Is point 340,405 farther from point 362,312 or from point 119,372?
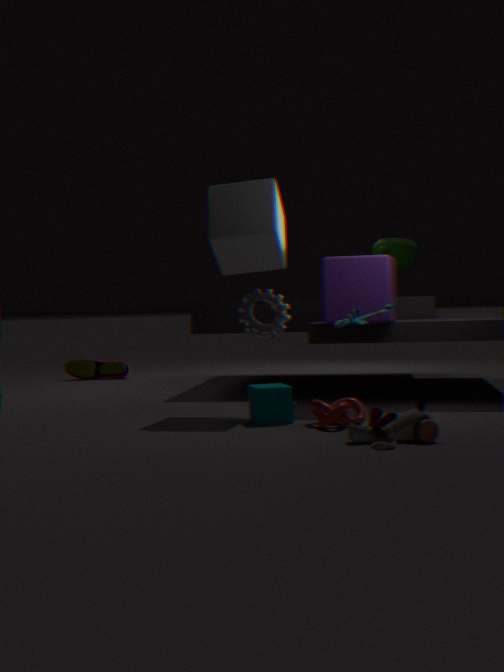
point 119,372
